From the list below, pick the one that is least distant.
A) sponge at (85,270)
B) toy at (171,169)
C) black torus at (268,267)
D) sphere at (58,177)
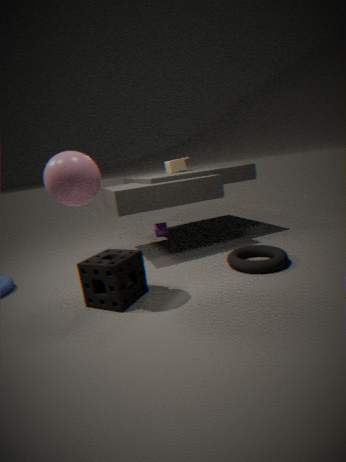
sphere at (58,177)
